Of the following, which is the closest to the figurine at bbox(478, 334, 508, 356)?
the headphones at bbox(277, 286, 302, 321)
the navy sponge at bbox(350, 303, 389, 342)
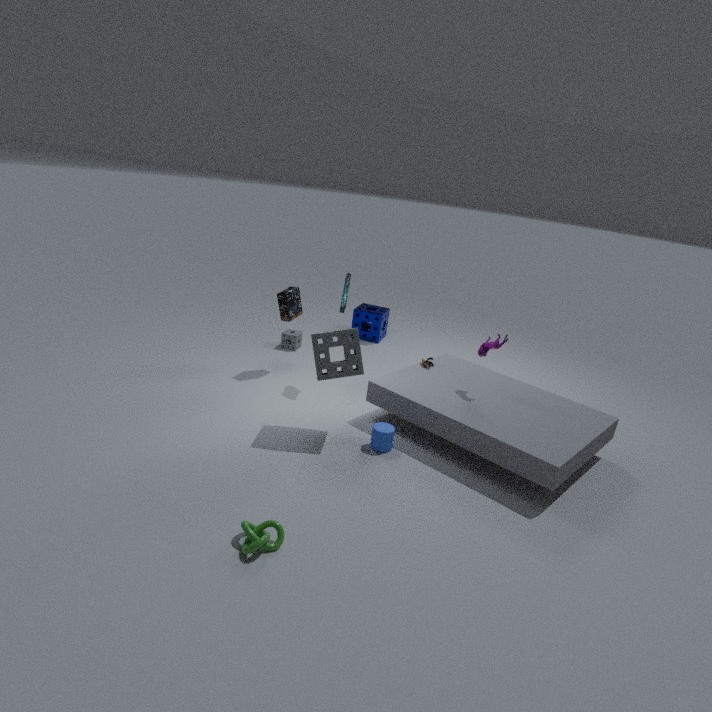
the headphones at bbox(277, 286, 302, 321)
